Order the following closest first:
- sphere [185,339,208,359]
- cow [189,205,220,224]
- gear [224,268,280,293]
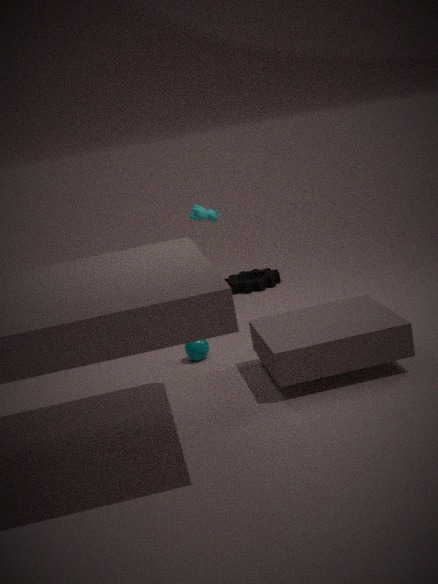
sphere [185,339,208,359]
cow [189,205,220,224]
gear [224,268,280,293]
